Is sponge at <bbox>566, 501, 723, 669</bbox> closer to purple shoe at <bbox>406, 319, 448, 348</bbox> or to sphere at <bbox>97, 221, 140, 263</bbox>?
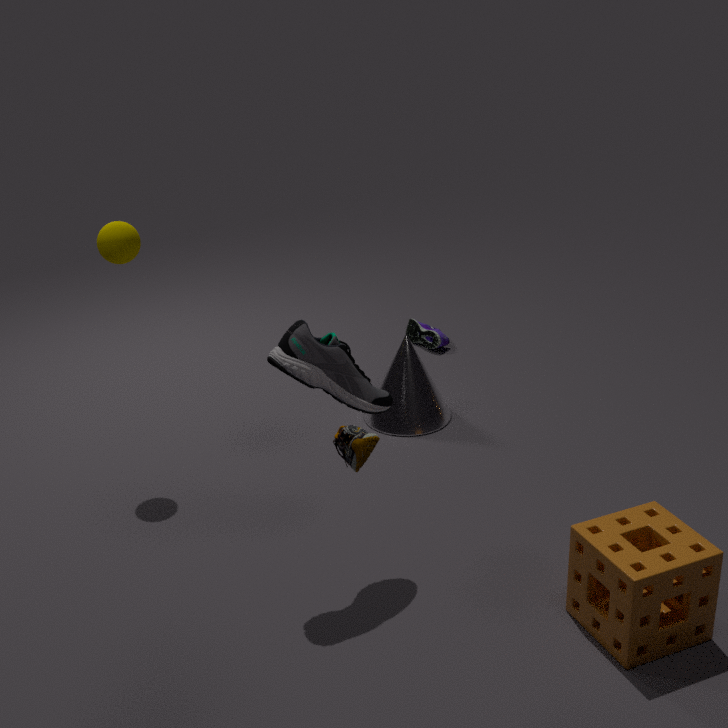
sphere at <bbox>97, 221, 140, 263</bbox>
